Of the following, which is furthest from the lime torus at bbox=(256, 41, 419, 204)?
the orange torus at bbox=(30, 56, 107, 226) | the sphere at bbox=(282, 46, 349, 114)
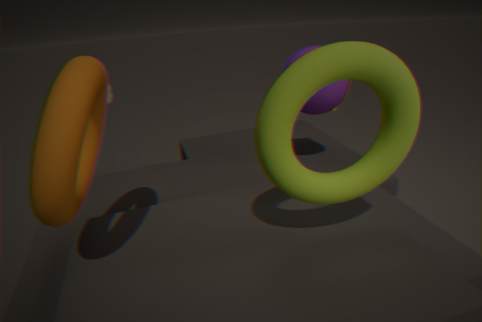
the sphere at bbox=(282, 46, 349, 114)
